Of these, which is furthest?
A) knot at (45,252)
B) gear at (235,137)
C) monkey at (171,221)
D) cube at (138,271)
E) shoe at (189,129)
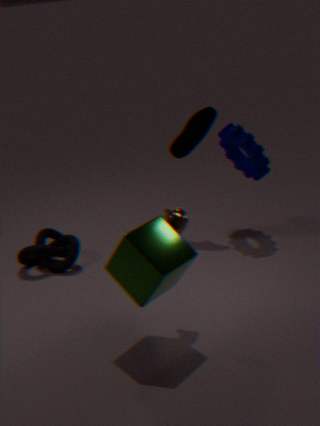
shoe at (189,129)
